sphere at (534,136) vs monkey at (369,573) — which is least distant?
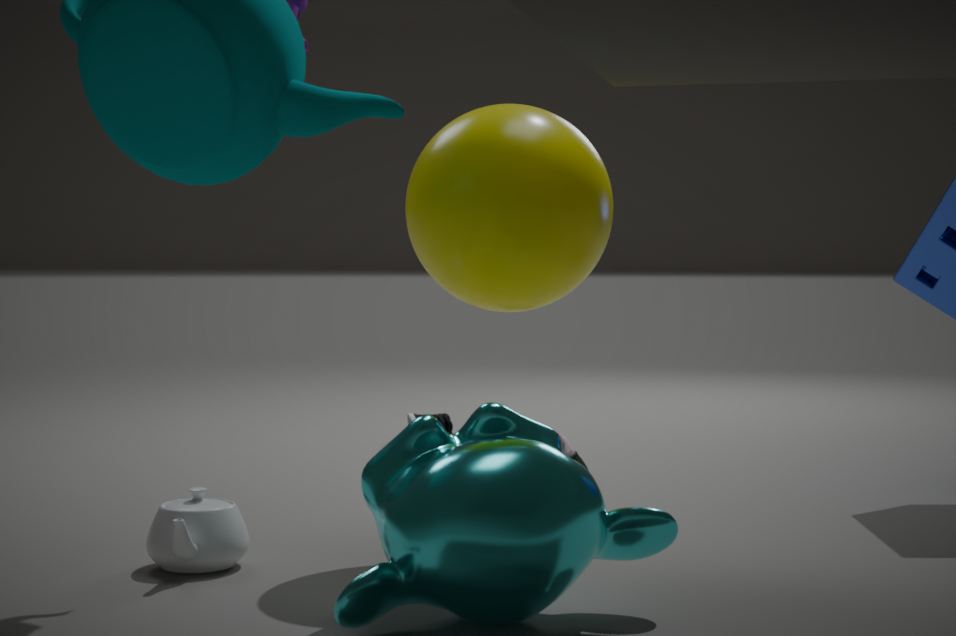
monkey at (369,573)
